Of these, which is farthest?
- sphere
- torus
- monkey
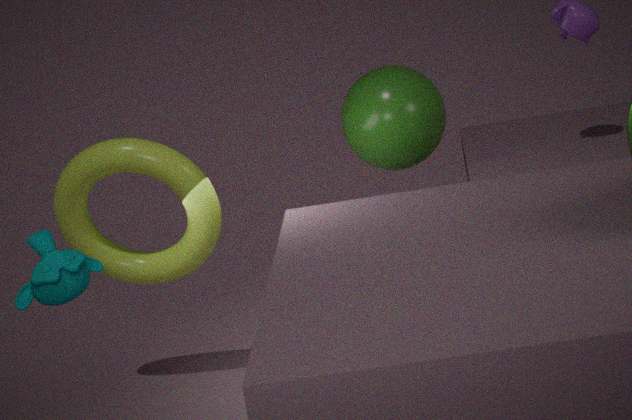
sphere
